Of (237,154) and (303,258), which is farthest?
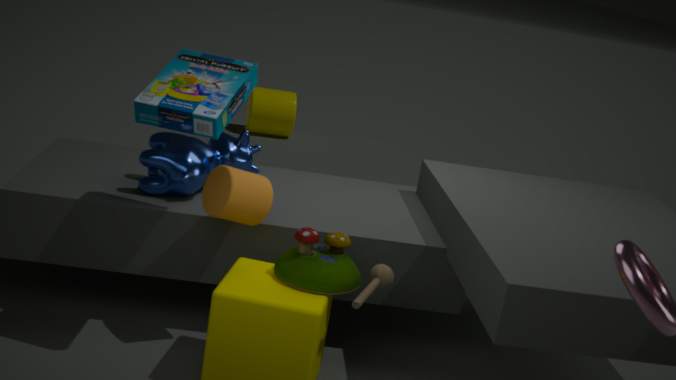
(237,154)
